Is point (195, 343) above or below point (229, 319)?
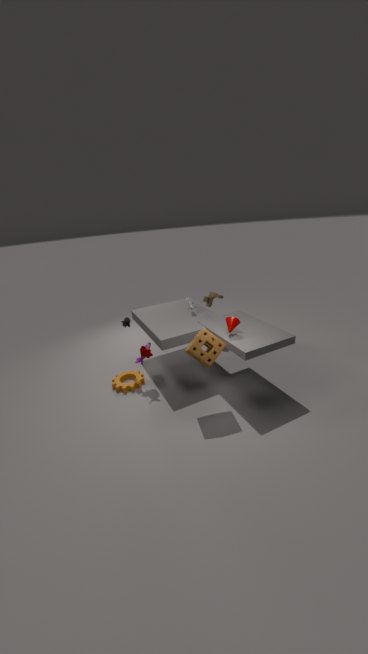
below
